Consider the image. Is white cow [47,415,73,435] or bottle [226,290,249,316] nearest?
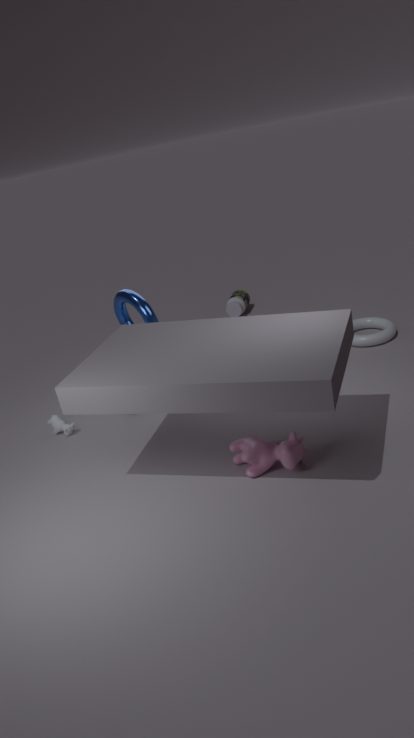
white cow [47,415,73,435]
